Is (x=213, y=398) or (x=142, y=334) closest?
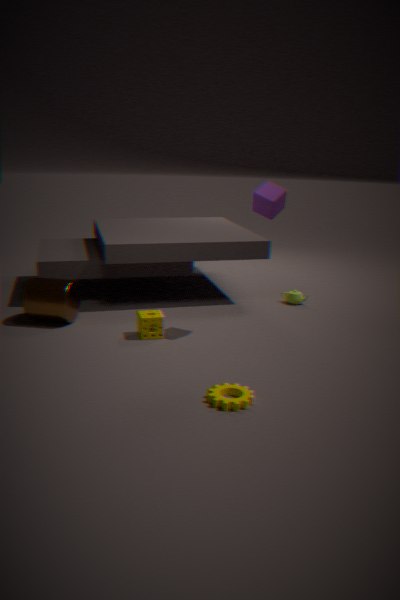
(x=213, y=398)
